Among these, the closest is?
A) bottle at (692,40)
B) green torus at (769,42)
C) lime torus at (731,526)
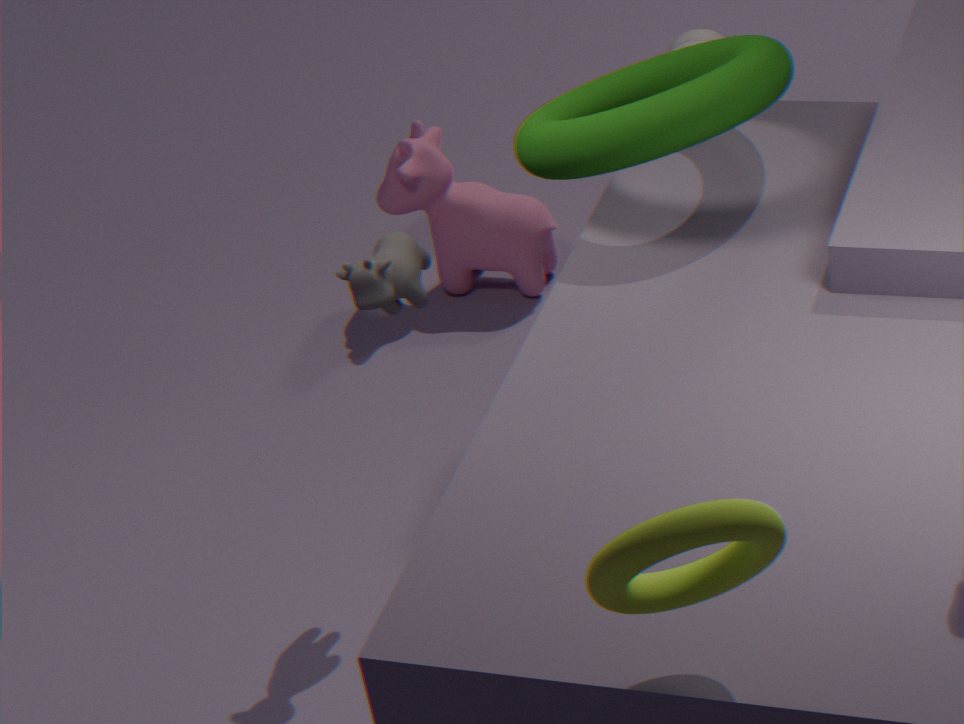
lime torus at (731,526)
